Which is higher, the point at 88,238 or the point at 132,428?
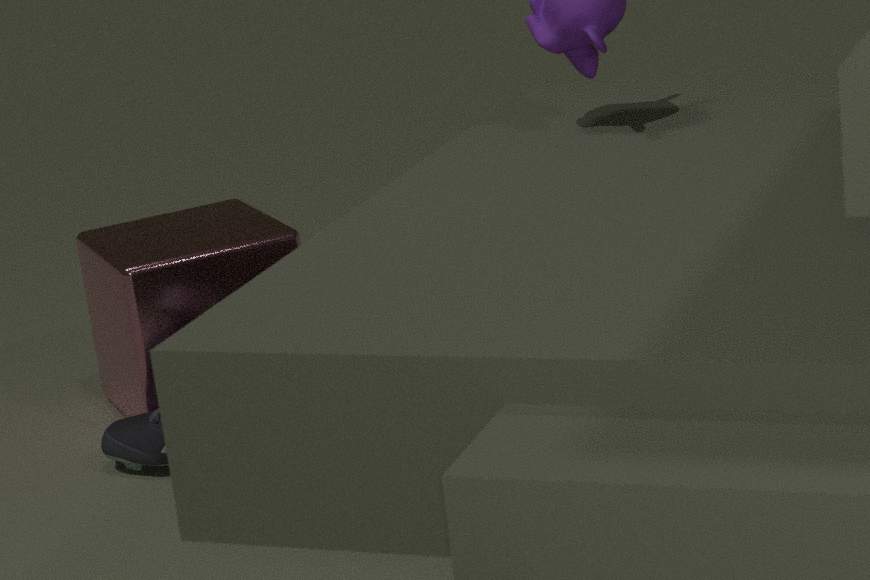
the point at 88,238
